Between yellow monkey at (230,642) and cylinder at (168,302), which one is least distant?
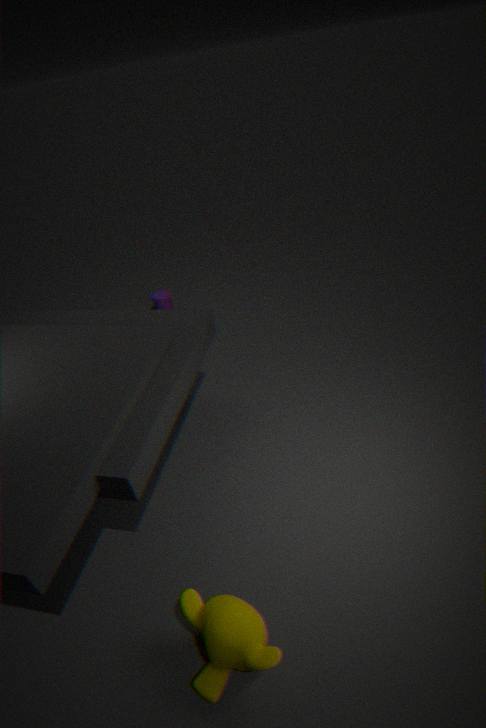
yellow monkey at (230,642)
